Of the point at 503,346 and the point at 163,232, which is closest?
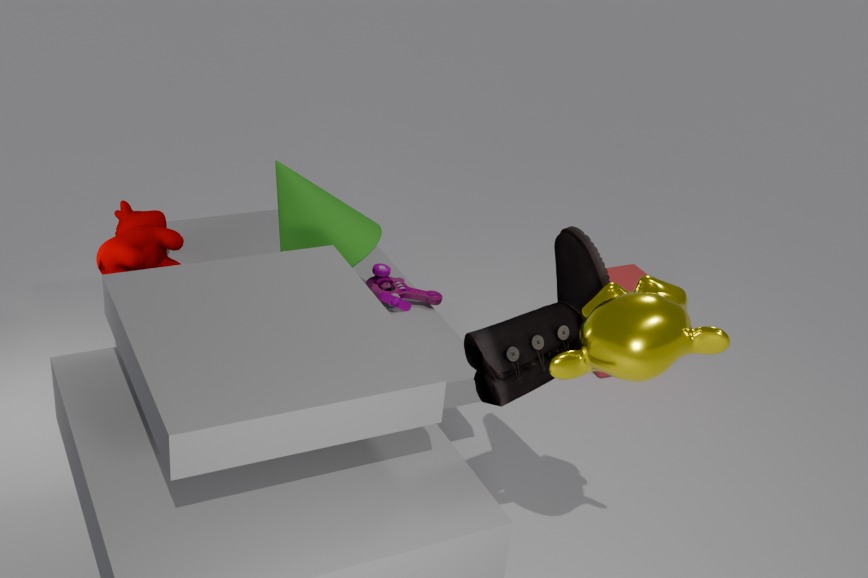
the point at 503,346
